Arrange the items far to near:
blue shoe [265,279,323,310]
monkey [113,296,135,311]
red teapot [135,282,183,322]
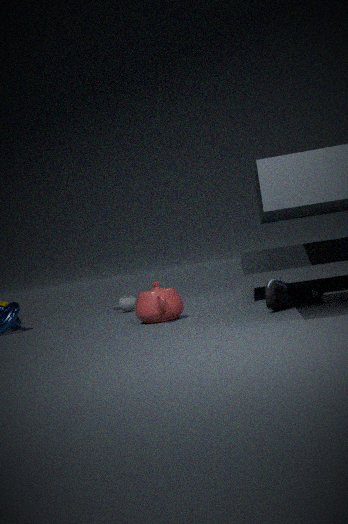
monkey [113,296,135,311] < red teapot [135,282,183,322] < blue shoe [265,279,323,310]
